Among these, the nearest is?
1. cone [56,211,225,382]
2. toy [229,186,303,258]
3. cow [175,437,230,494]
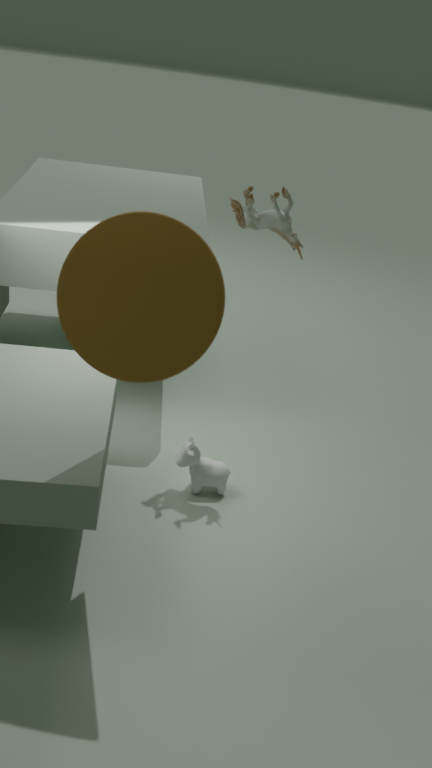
cone [56,211,225,382]
